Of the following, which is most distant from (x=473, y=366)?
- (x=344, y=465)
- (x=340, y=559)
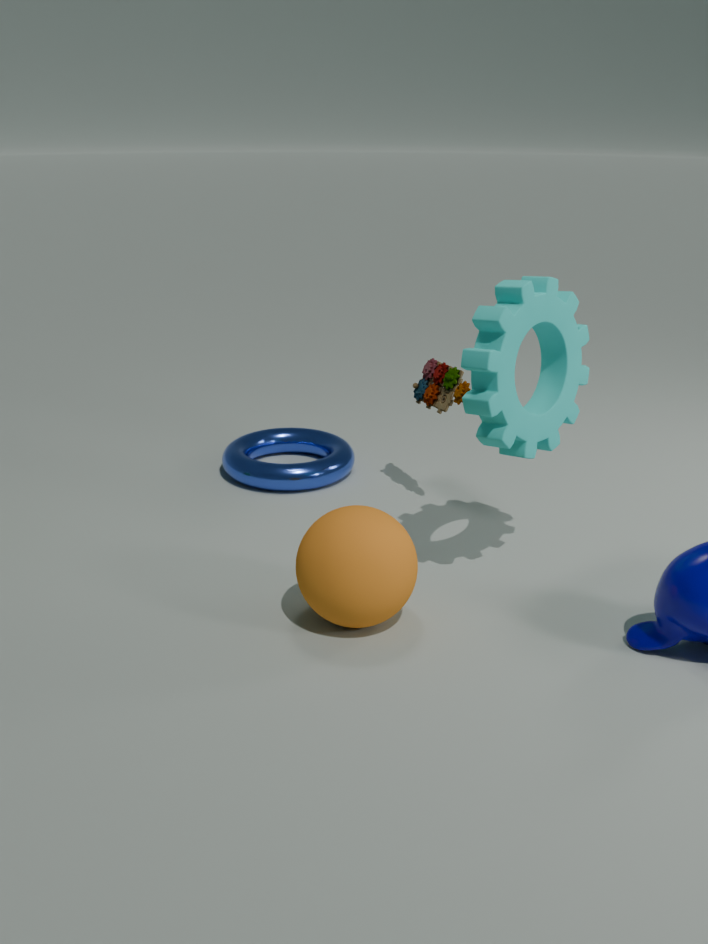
(x=344, y=465)
